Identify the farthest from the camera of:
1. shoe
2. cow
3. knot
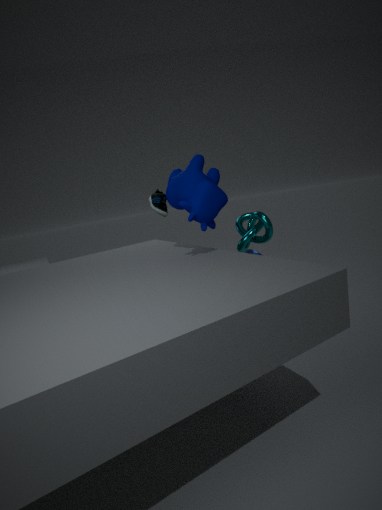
shoe
